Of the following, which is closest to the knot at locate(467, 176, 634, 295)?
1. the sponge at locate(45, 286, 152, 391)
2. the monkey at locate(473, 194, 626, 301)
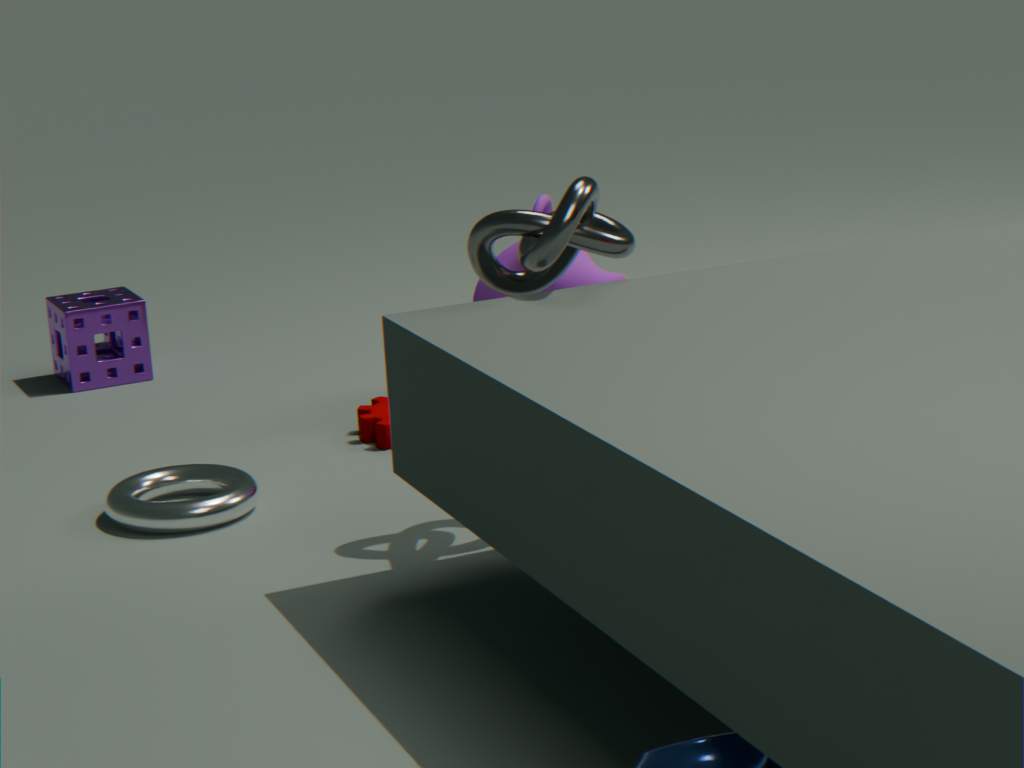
the monkey at locate(473, 194, 626, 301)
